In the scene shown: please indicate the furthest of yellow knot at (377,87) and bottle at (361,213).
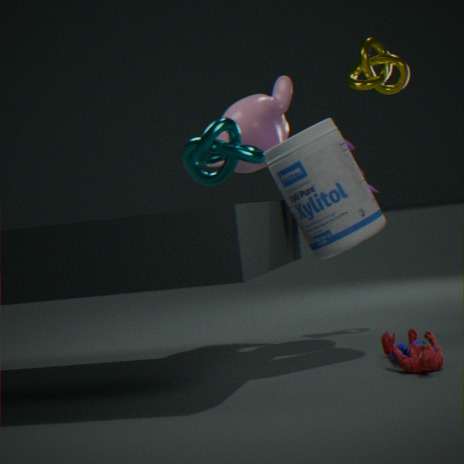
yellow knot at (377,87)
